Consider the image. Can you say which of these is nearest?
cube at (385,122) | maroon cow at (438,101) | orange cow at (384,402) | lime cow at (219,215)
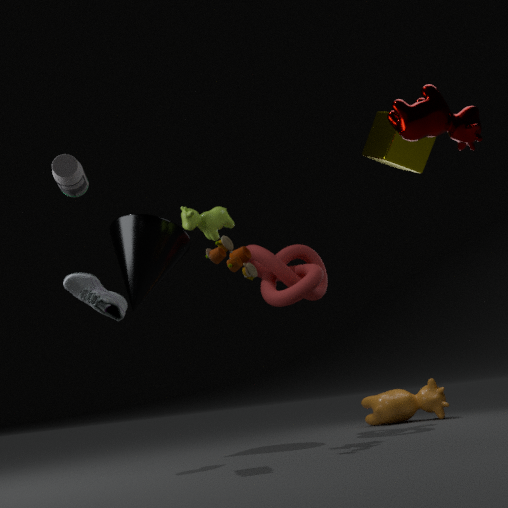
maroon cow at (438,101)
